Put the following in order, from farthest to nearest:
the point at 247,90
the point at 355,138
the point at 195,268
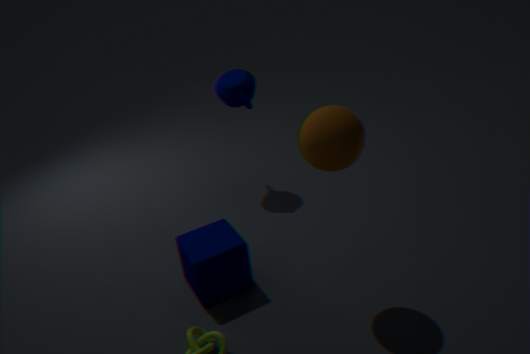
the point at 247,90, the point at 195,268, the point at 355,138
